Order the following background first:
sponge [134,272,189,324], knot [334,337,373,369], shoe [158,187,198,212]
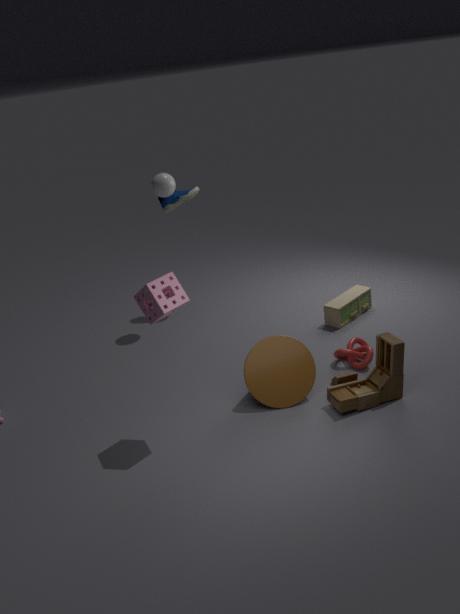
1. shoe [158,187,198,212]
2. knot [334,337,373,369]
3. sponge [134,272,189,324]
